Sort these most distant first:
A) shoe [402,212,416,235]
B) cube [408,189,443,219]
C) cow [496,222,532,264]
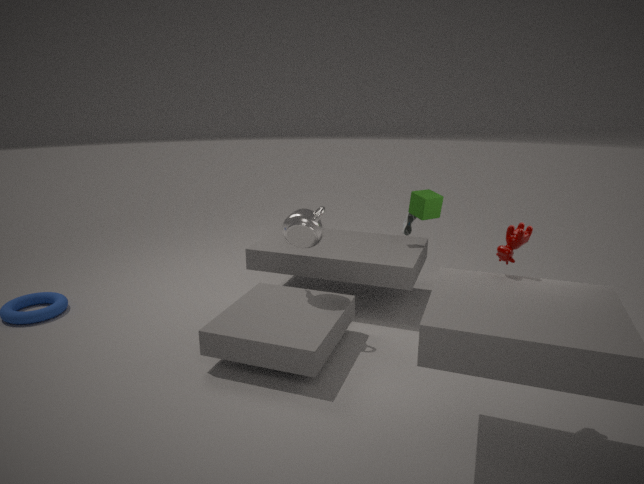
shoe [402,212,416,235] < cube [408,189,443,219] < cow [496,222,532,264]
